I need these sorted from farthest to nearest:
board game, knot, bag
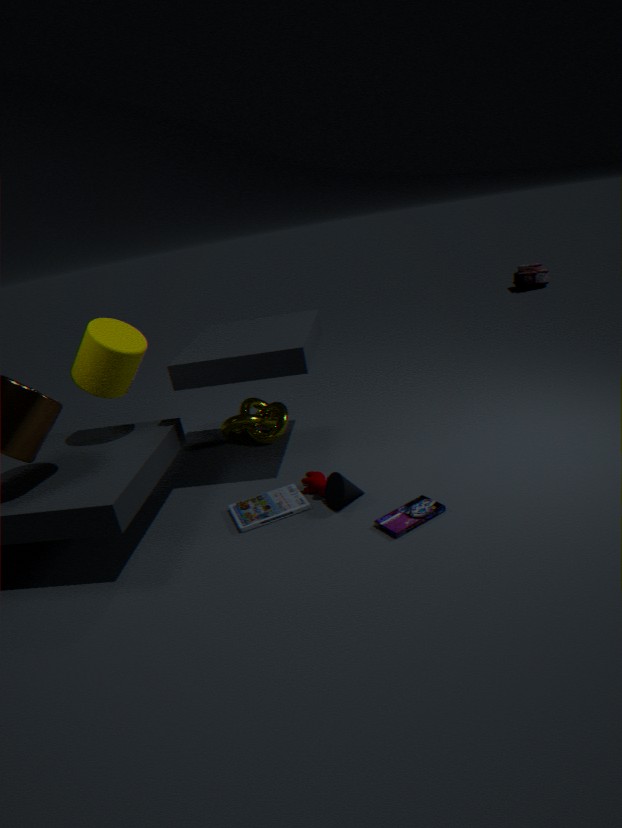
bag, knot, board game
